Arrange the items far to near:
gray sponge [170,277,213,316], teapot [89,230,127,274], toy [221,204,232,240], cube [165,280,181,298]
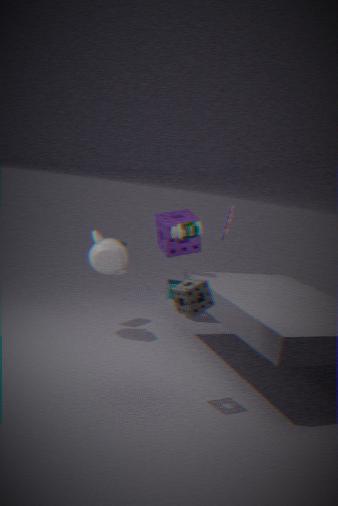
cube [165,280,181,298]
toy [221,204,232,240]
teapot [89,230,127,274]
gray sponge [170,277,213,316]
